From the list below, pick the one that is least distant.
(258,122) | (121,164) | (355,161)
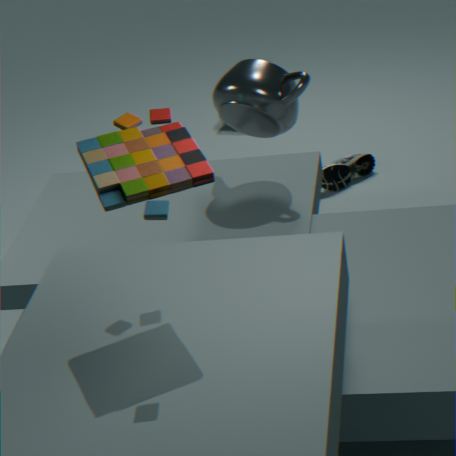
(121,164)
